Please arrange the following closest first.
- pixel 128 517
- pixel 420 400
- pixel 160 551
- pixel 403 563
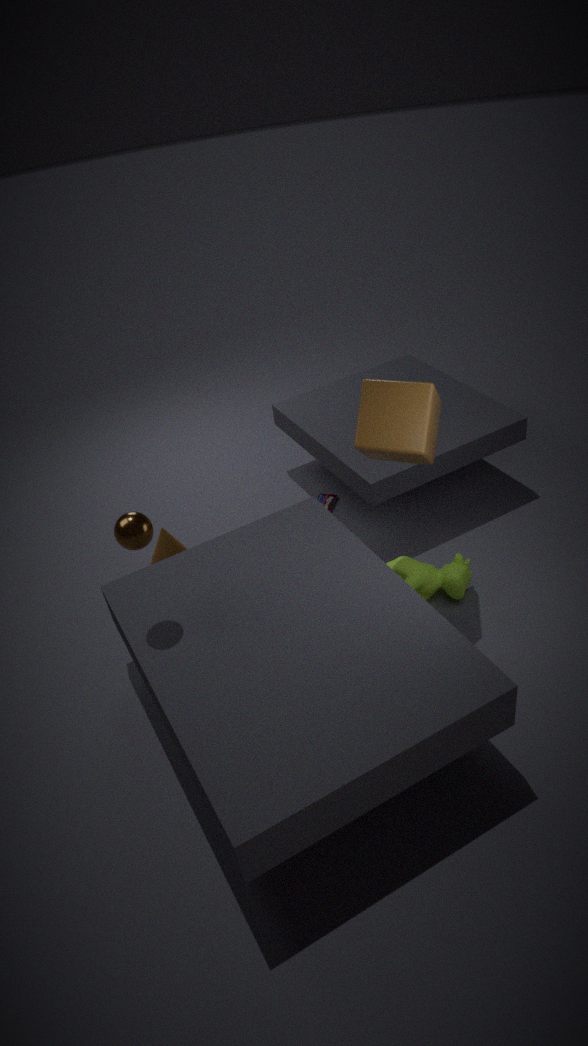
pixel 128 517
pixel 420 400
pixel 403 563
pixel 160 551
